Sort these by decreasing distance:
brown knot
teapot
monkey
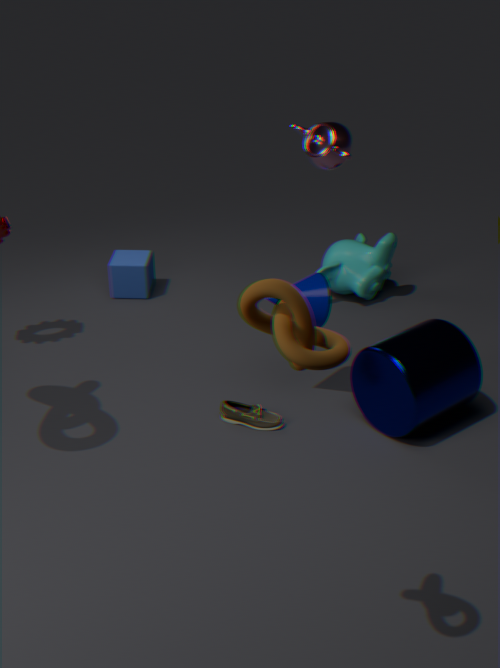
1. monkey
2. teapot
3. brown knot
